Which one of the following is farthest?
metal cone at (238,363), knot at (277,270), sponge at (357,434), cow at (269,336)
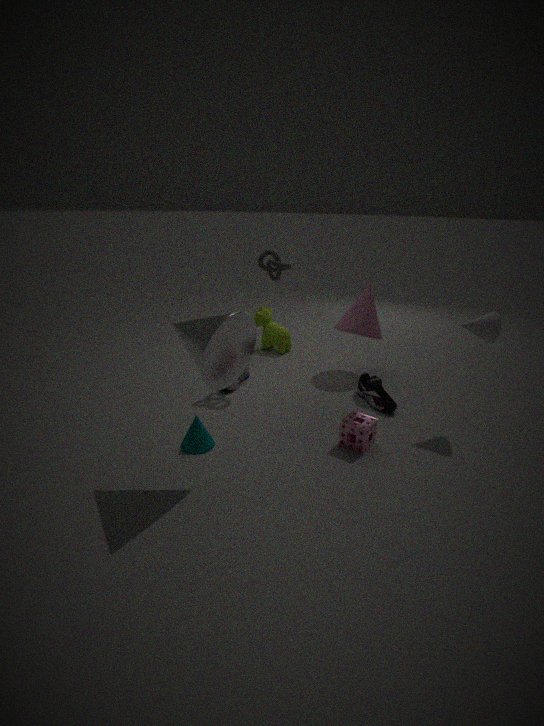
cow at (269,336)
